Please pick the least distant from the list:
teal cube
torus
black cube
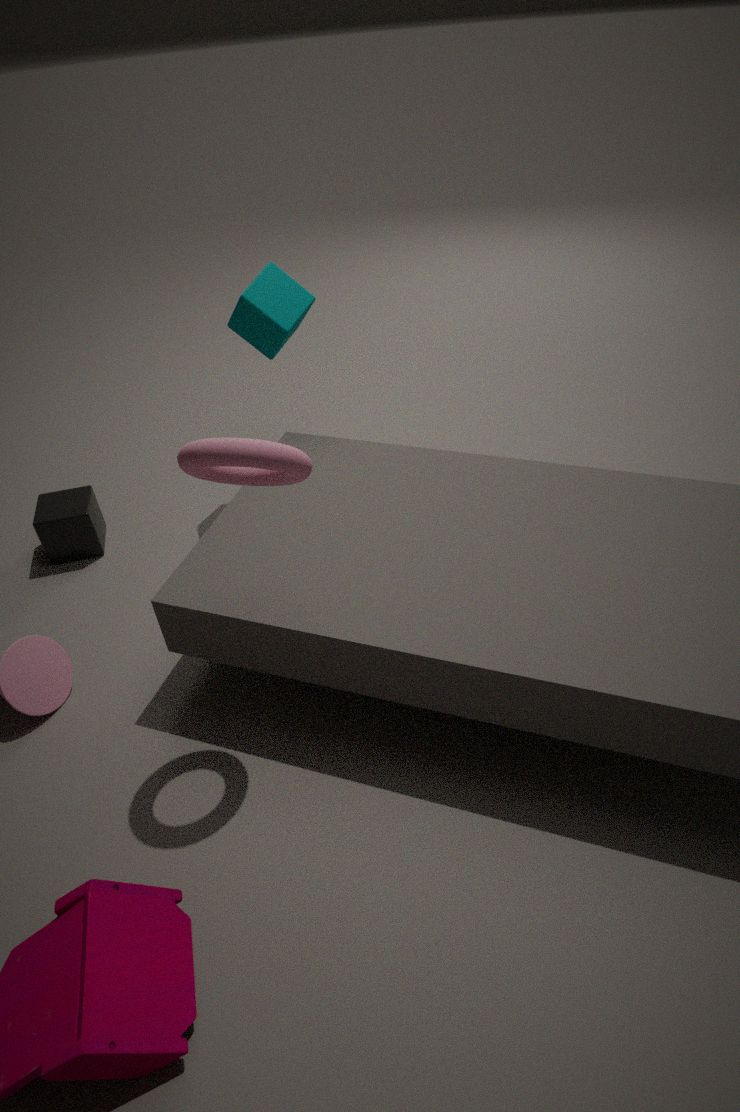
torus
